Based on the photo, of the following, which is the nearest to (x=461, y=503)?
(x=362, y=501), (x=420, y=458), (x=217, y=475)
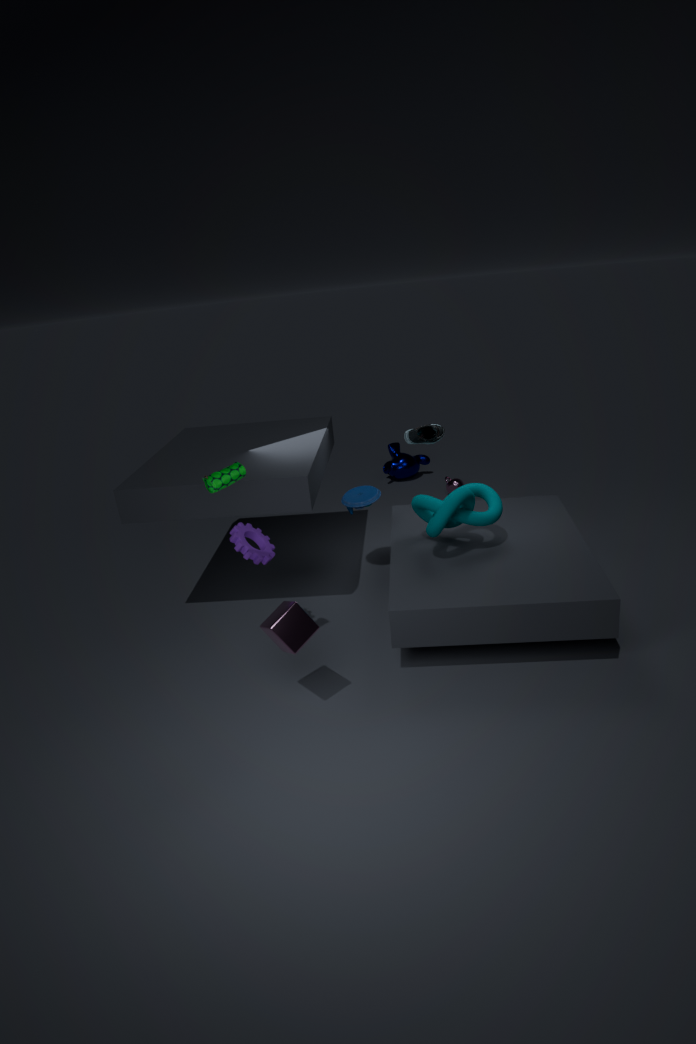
(x=362, y=501)
